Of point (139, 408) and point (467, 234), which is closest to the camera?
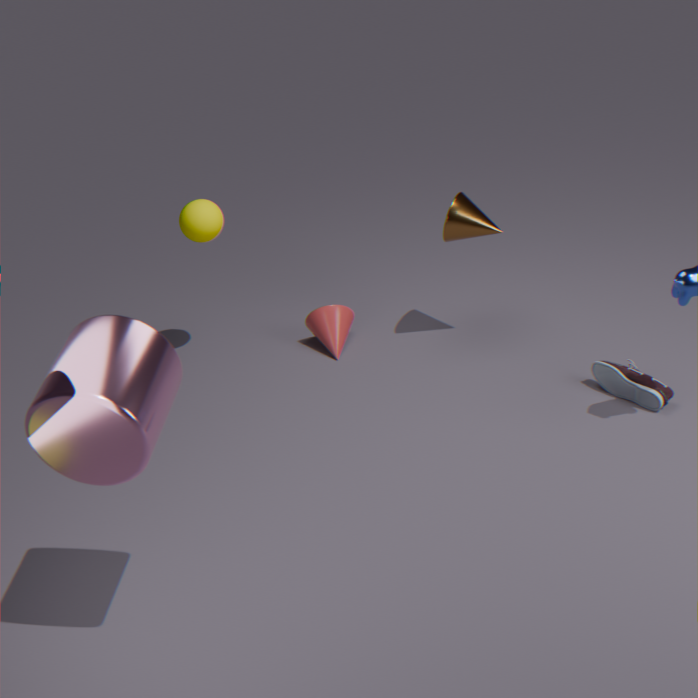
point (139, 408)
